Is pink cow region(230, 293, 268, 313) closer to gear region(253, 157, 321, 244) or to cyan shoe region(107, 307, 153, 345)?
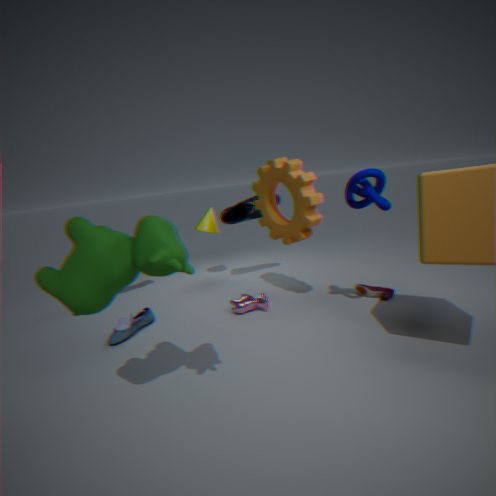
gear region(253, 157, 321, 244)
